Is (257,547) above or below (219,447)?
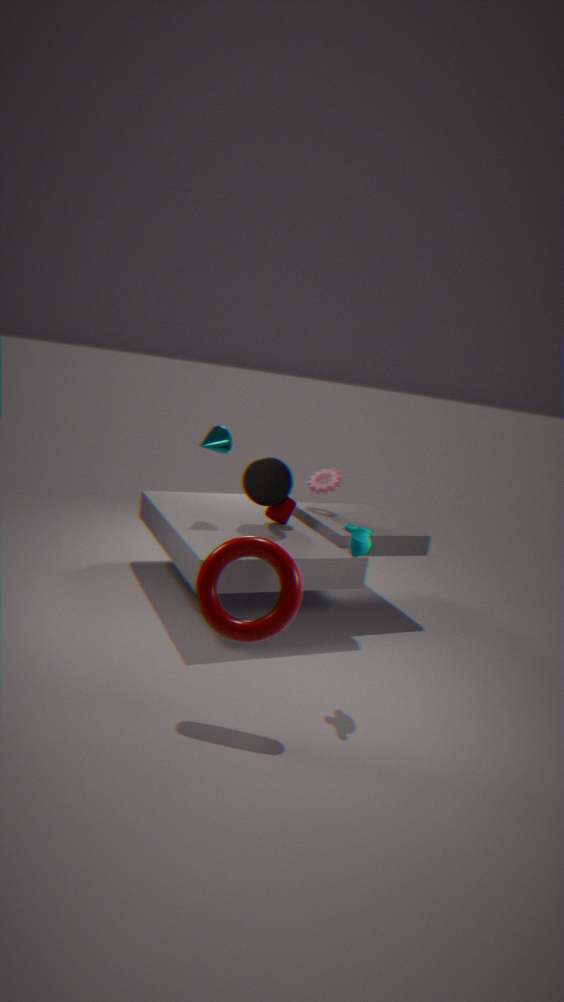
below
